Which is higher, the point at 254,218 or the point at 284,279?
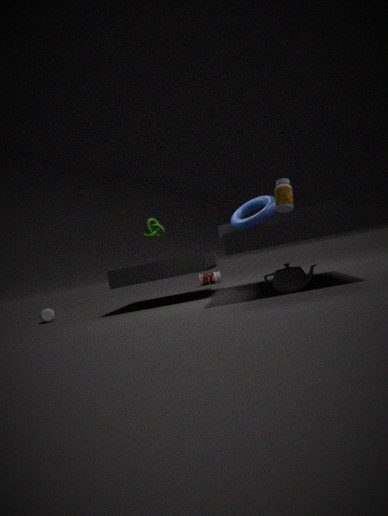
the point at 254,218
